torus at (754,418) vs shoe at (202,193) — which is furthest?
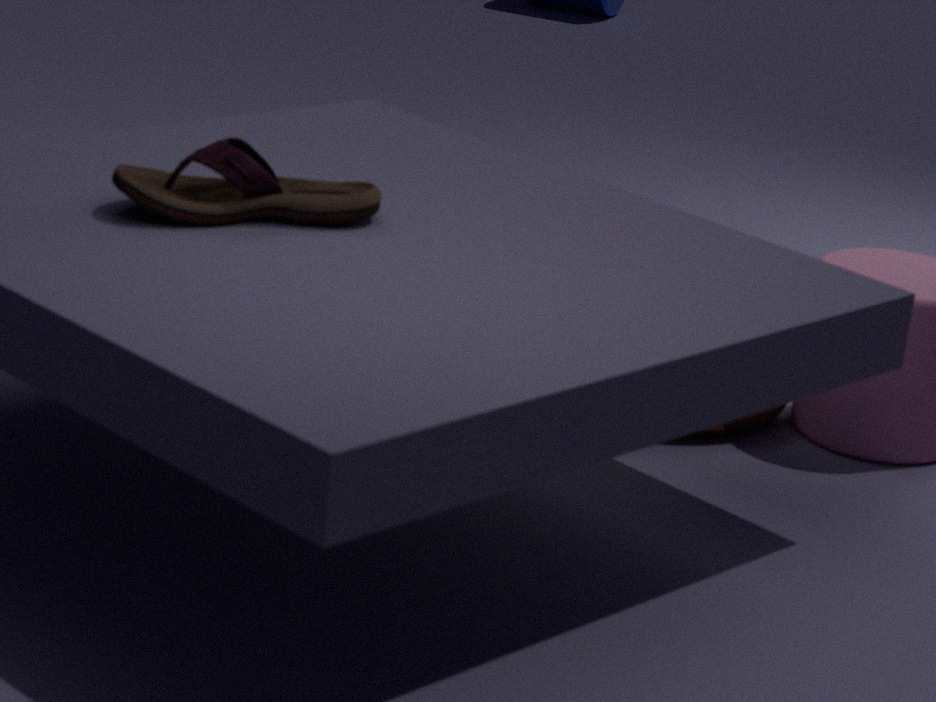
torus at (754,418)
